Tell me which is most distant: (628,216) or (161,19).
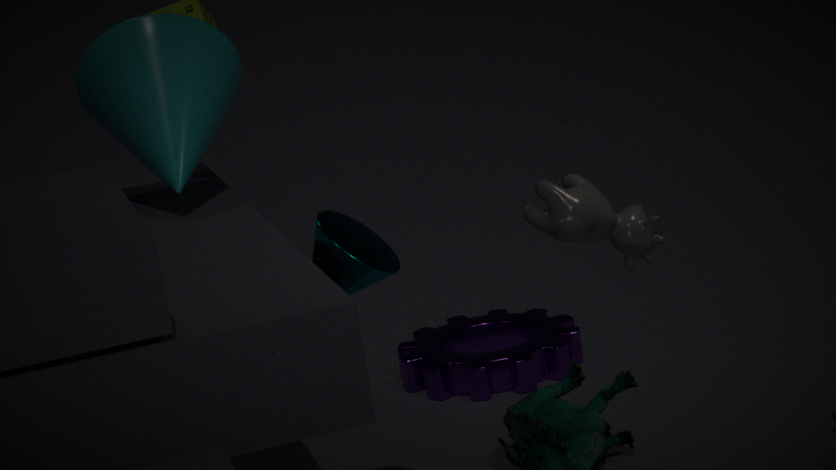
(161,19)
